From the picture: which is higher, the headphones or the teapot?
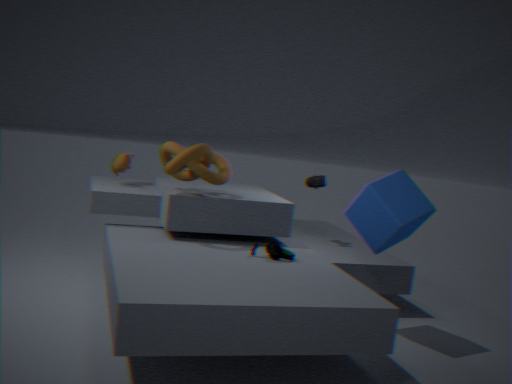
the teapot
